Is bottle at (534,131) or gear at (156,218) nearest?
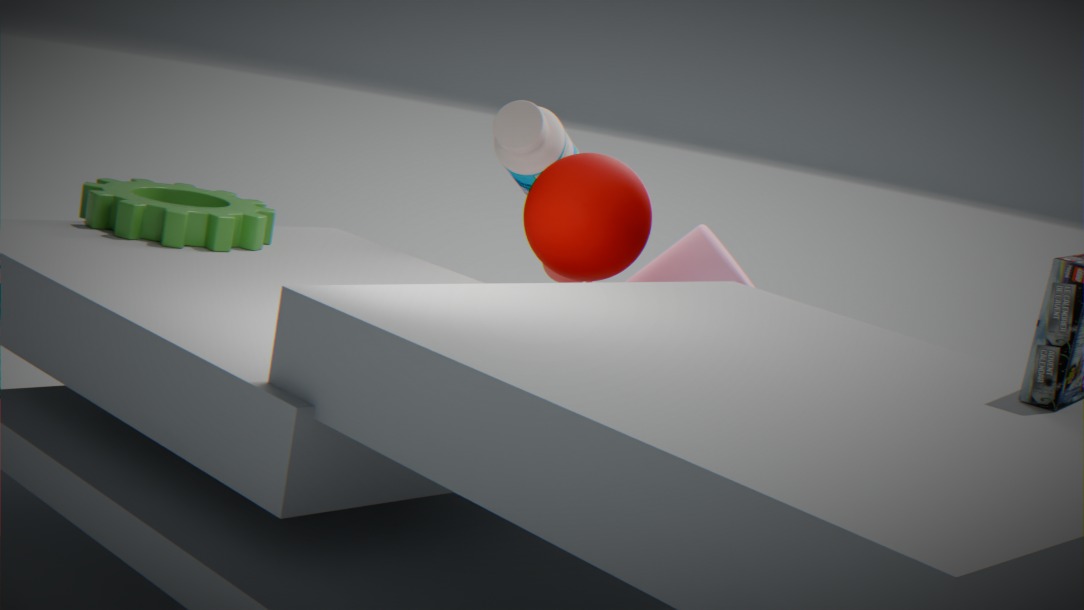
gear at (156,218)
